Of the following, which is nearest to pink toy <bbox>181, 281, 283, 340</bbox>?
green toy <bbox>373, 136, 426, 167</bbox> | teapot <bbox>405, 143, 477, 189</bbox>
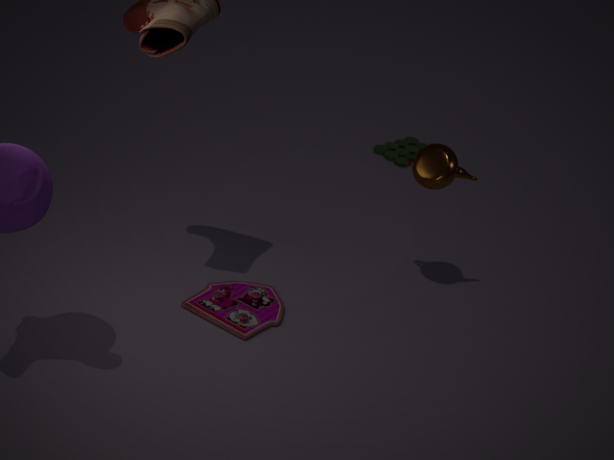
teapot <bbox>405, 143, 477, 189</bbox>
